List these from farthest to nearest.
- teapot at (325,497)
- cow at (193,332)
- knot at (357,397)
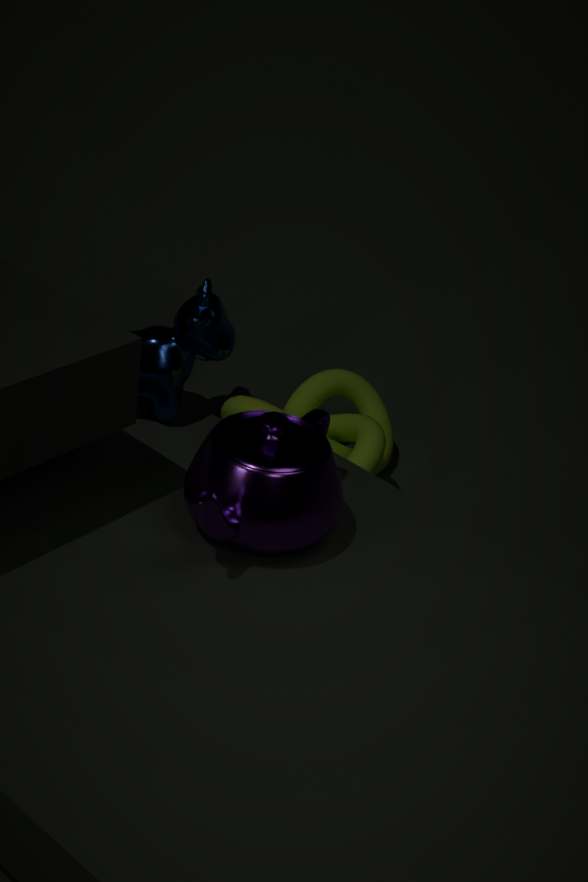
cow at (193,332)
knot at (357,397)
teapot at (325,497)
